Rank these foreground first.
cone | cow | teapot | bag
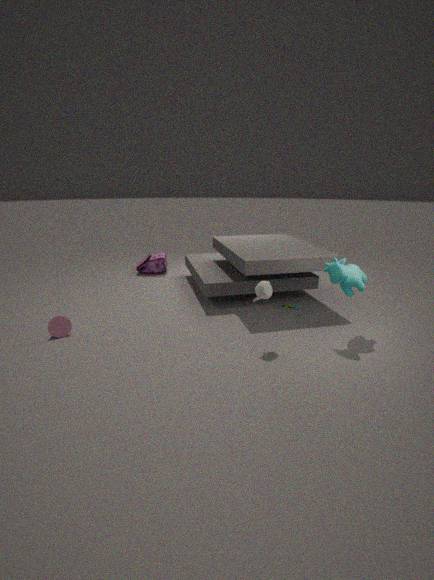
1. teapot
2. cow
3. cone
4. bag
